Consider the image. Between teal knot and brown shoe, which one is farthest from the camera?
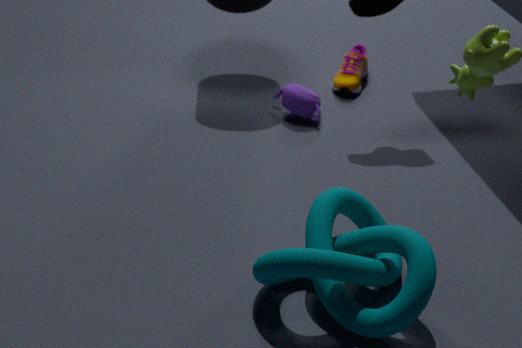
brown shoe
